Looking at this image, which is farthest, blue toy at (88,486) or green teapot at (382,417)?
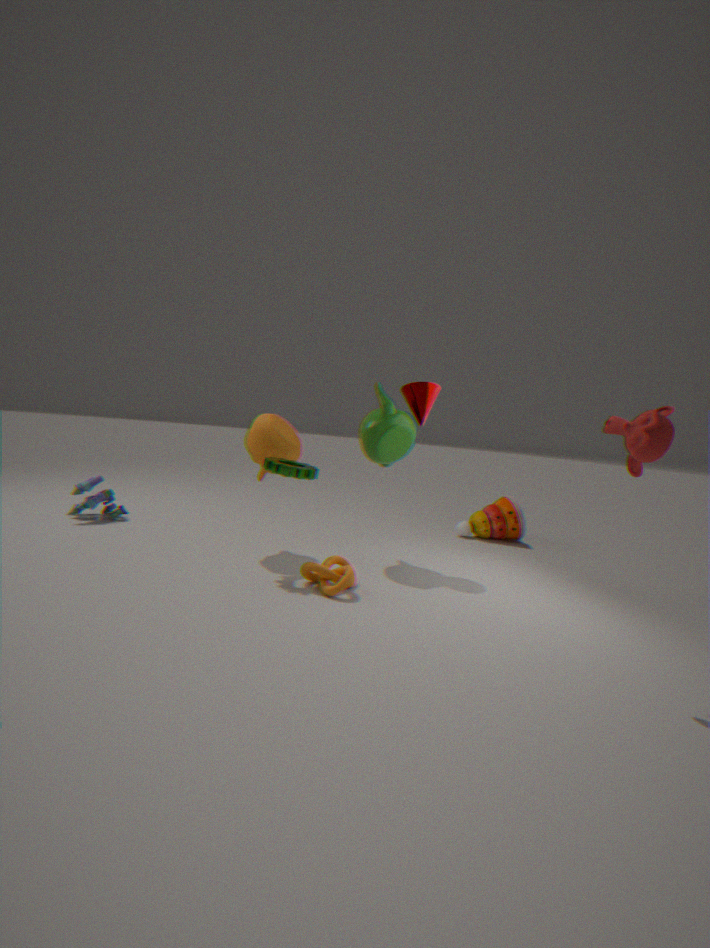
blue toy at (88,486)
